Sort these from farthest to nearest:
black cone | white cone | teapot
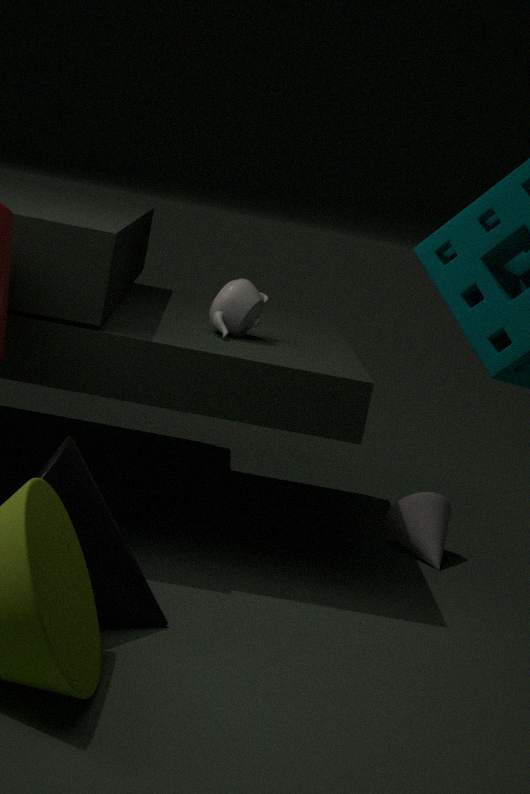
1. white cone
2. teapot
3. black cone
